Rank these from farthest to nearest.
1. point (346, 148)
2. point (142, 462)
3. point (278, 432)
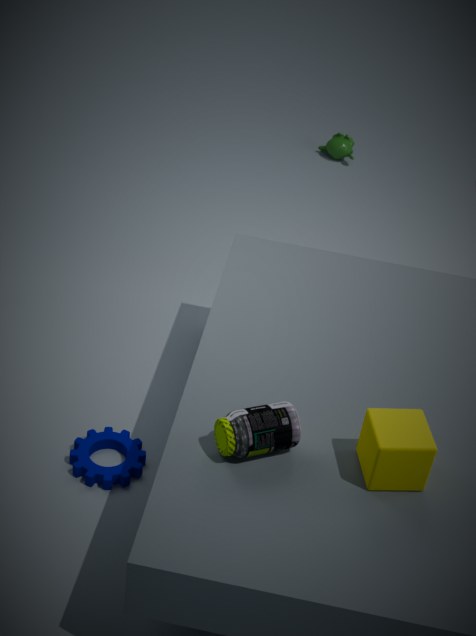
point (346, 148), point (142, 462), point (278, 432)
